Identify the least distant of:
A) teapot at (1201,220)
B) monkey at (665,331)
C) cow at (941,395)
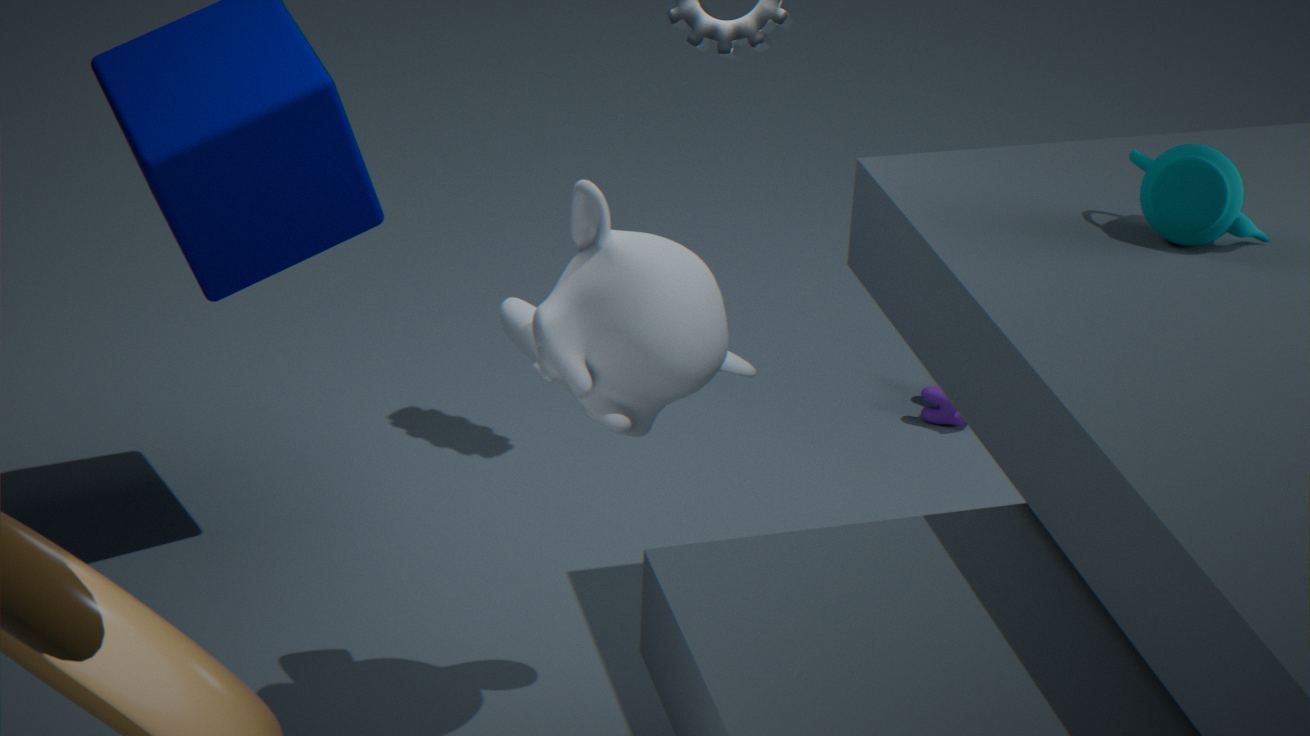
monkey at (665,331)
